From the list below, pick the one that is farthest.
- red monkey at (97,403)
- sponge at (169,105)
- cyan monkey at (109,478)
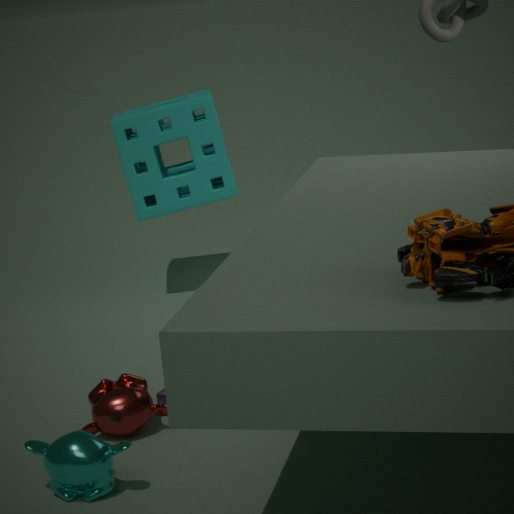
sponge at (169,105)
